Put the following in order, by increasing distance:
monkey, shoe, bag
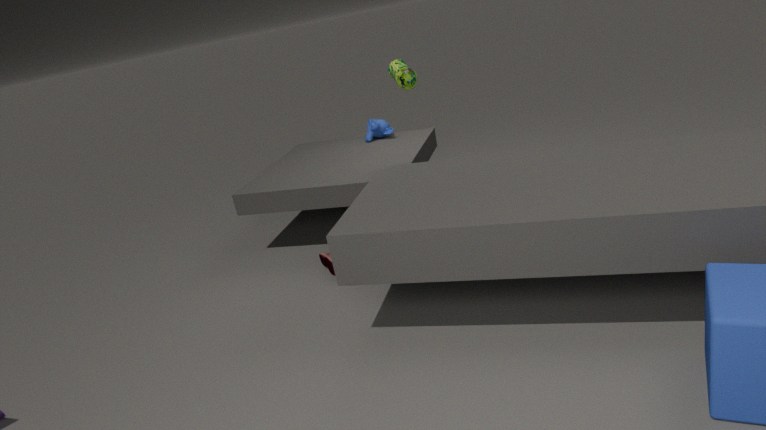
bag, shoe, monkey
